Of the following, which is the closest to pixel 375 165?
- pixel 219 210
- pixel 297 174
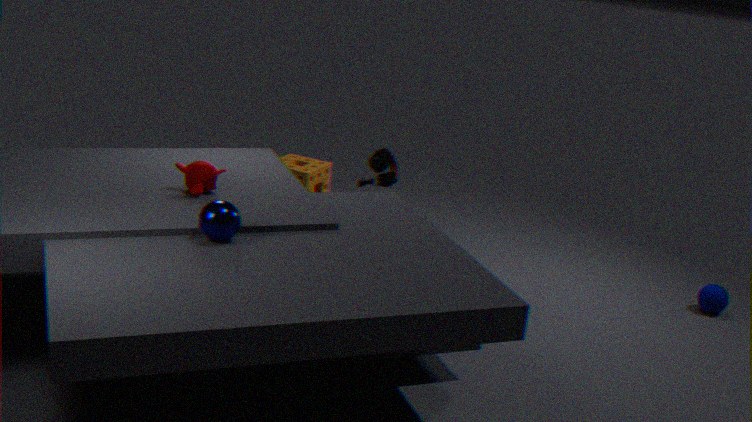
pixel 219 210
